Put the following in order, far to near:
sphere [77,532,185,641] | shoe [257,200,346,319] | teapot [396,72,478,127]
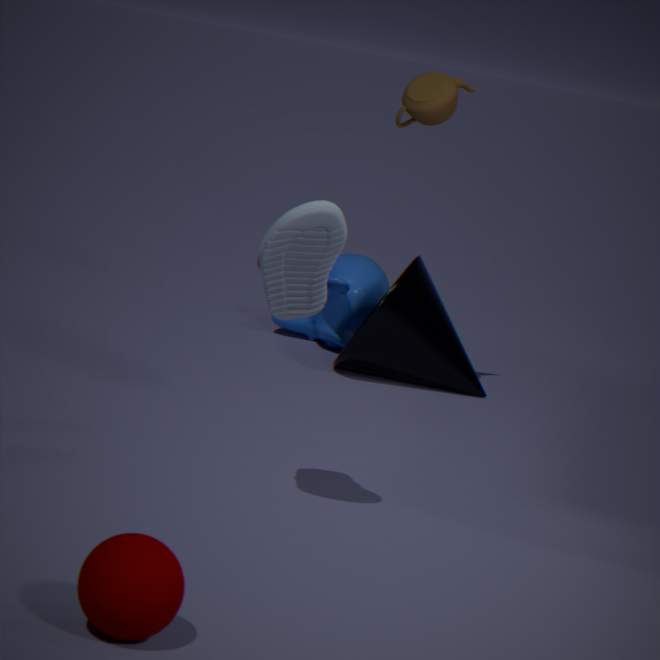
1. teapot [396,72,478,127]
2. shoe [257,200,346,319]
3. sphere [77,532,185,641]
